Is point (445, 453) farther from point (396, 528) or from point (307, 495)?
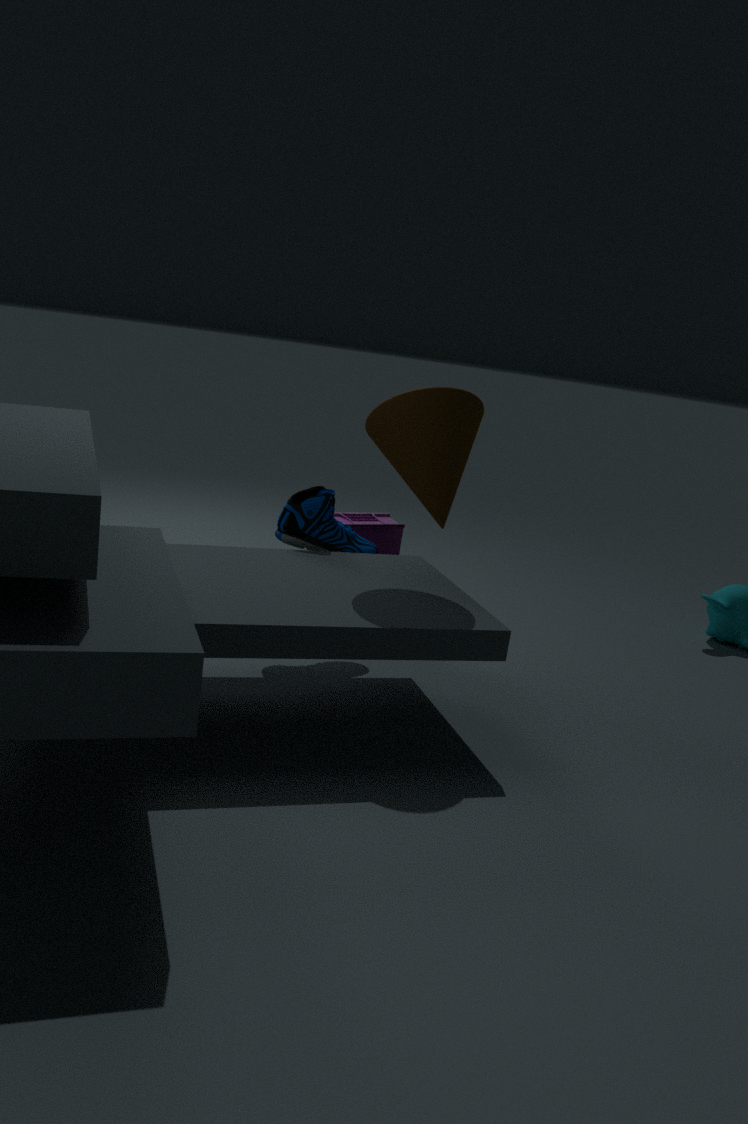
point (396, 528)
